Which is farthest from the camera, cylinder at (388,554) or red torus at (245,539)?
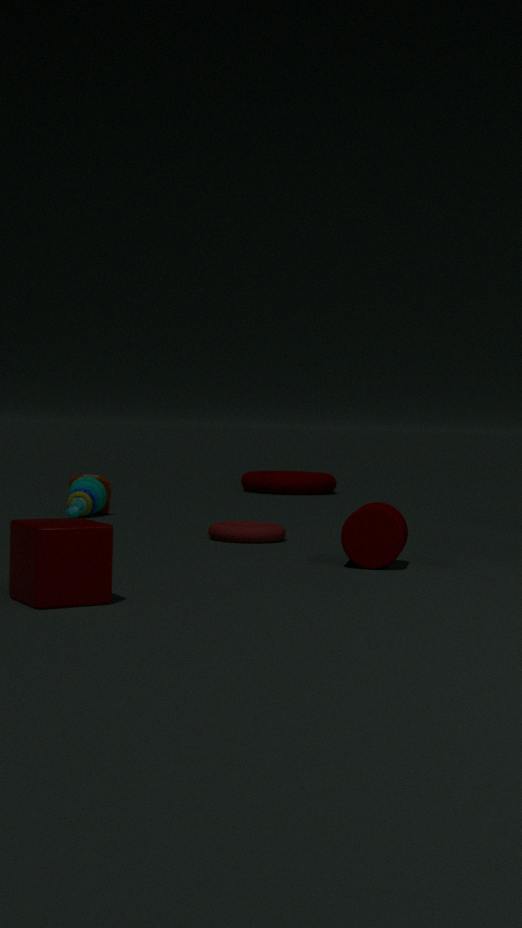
red torus at (245,539)
